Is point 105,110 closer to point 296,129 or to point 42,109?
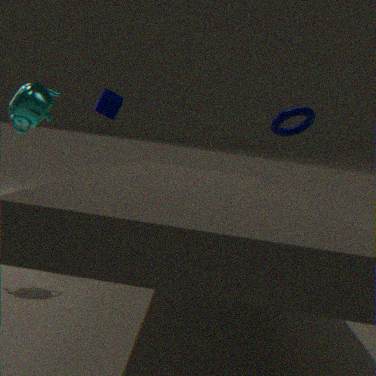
point 42,109
